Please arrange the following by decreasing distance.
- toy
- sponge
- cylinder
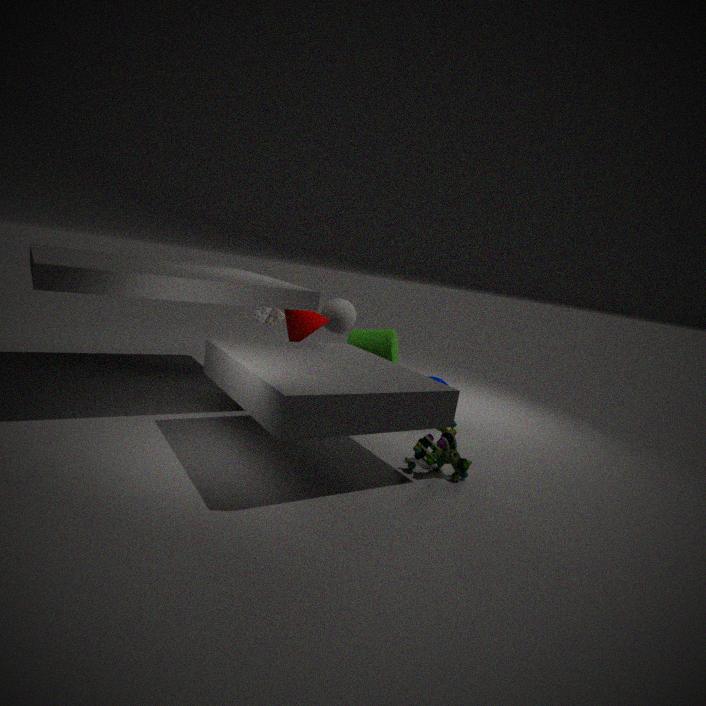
sponge < cylinder < toy
